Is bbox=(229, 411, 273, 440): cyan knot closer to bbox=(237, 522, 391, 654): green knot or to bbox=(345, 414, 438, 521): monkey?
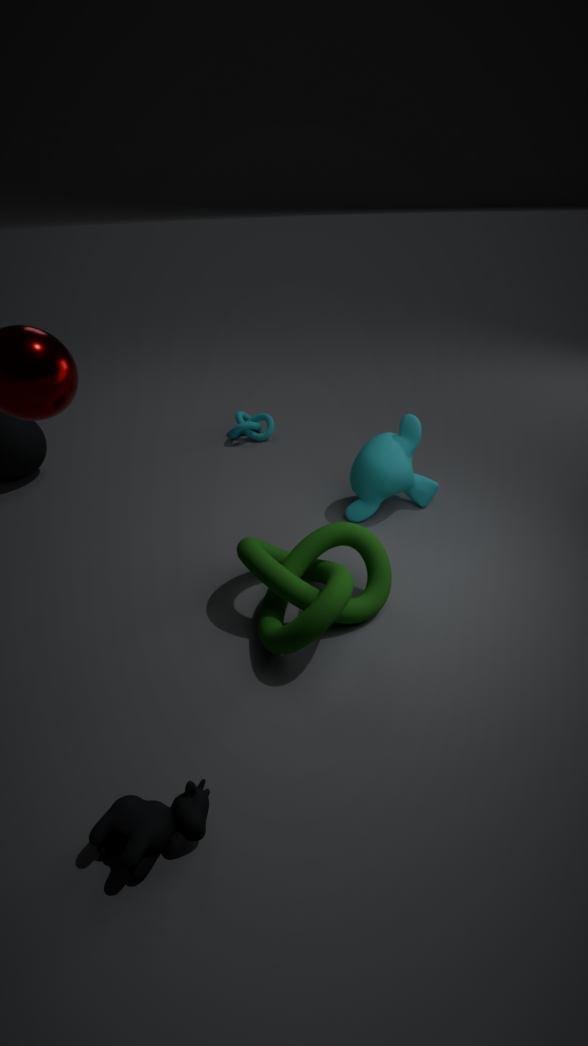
bbox=(345, 414, 438, 521): monkey
